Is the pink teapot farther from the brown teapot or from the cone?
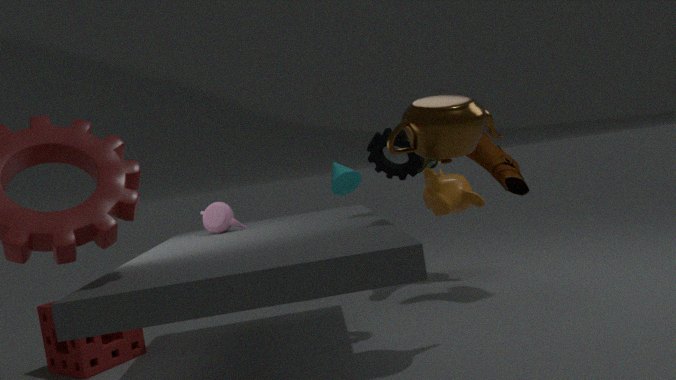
the brown teapot
